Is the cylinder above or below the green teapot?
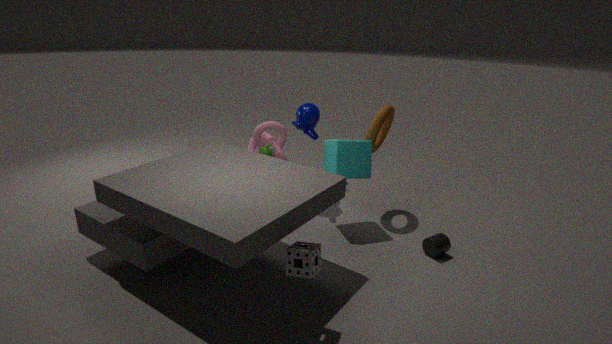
below
